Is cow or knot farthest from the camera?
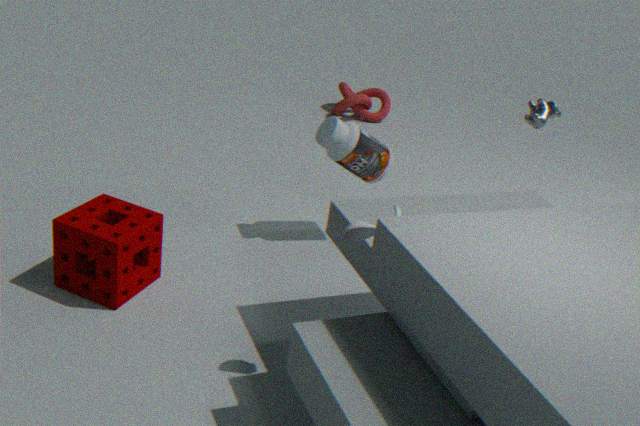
knot
